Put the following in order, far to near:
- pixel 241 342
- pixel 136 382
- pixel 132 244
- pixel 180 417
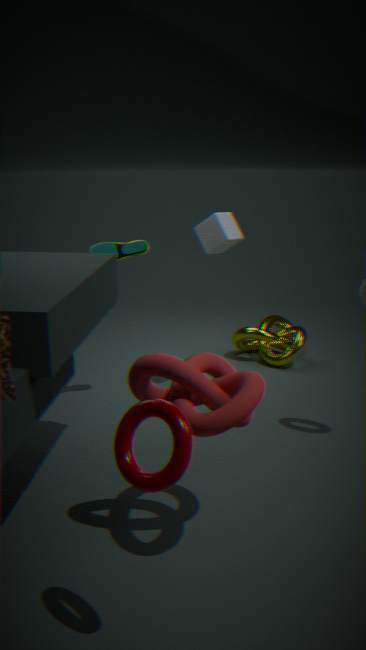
pixel 241 342
pixel 132 244
pixel 136 382
pixel 180 417
